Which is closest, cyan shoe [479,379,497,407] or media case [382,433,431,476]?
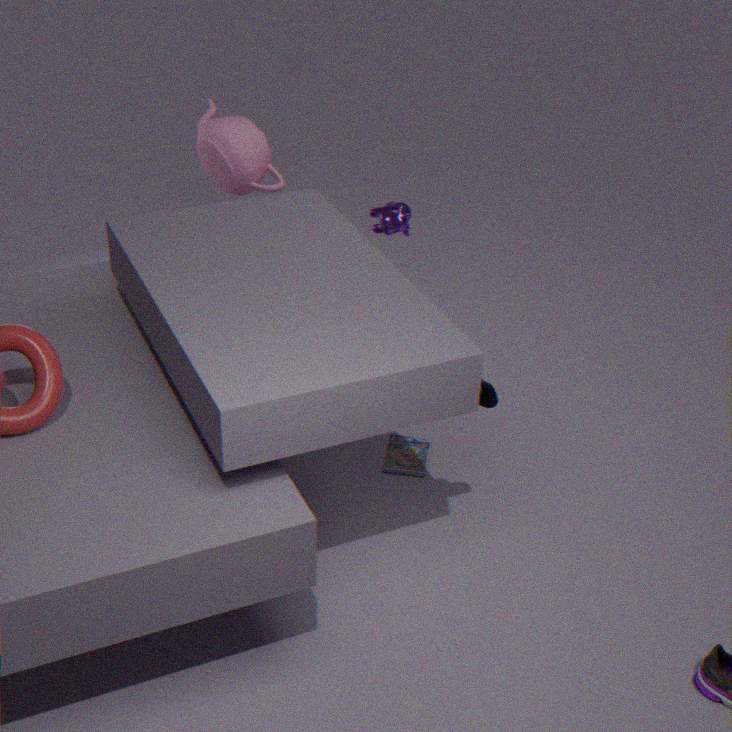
cyan shoe [479,379,497,407]
